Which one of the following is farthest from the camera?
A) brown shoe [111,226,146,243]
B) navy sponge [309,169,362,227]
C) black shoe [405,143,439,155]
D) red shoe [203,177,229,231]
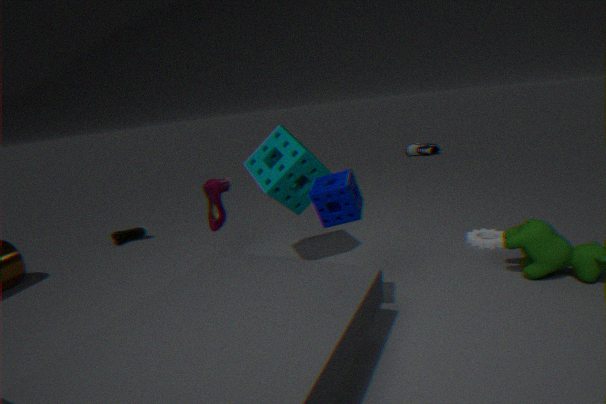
black shoe [405,143,439,155]
